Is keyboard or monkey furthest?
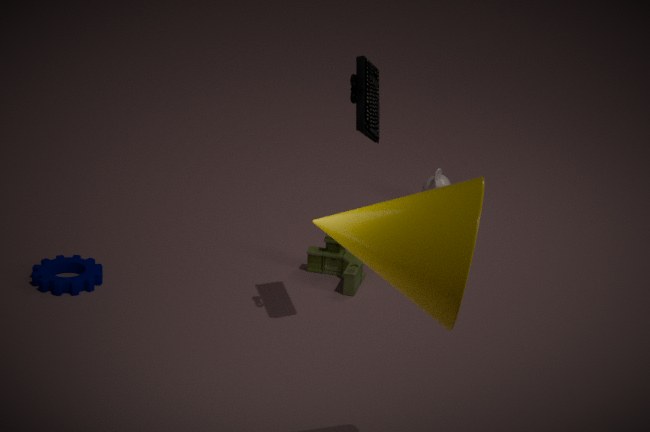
monkey
